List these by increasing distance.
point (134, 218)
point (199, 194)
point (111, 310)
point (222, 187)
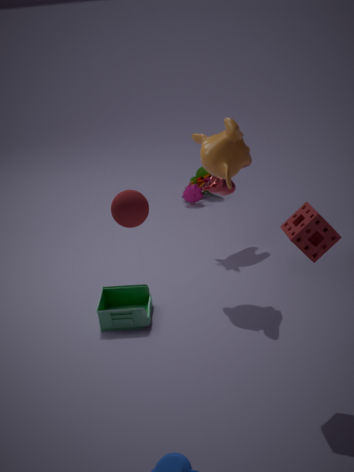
point (134, 218) < point (111, 310) < point (222, 187) < point (199, 194)
